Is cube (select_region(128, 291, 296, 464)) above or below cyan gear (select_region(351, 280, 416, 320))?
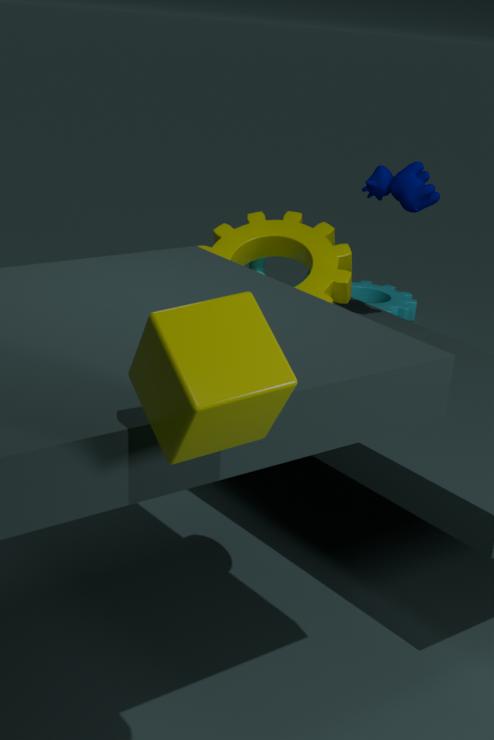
above
